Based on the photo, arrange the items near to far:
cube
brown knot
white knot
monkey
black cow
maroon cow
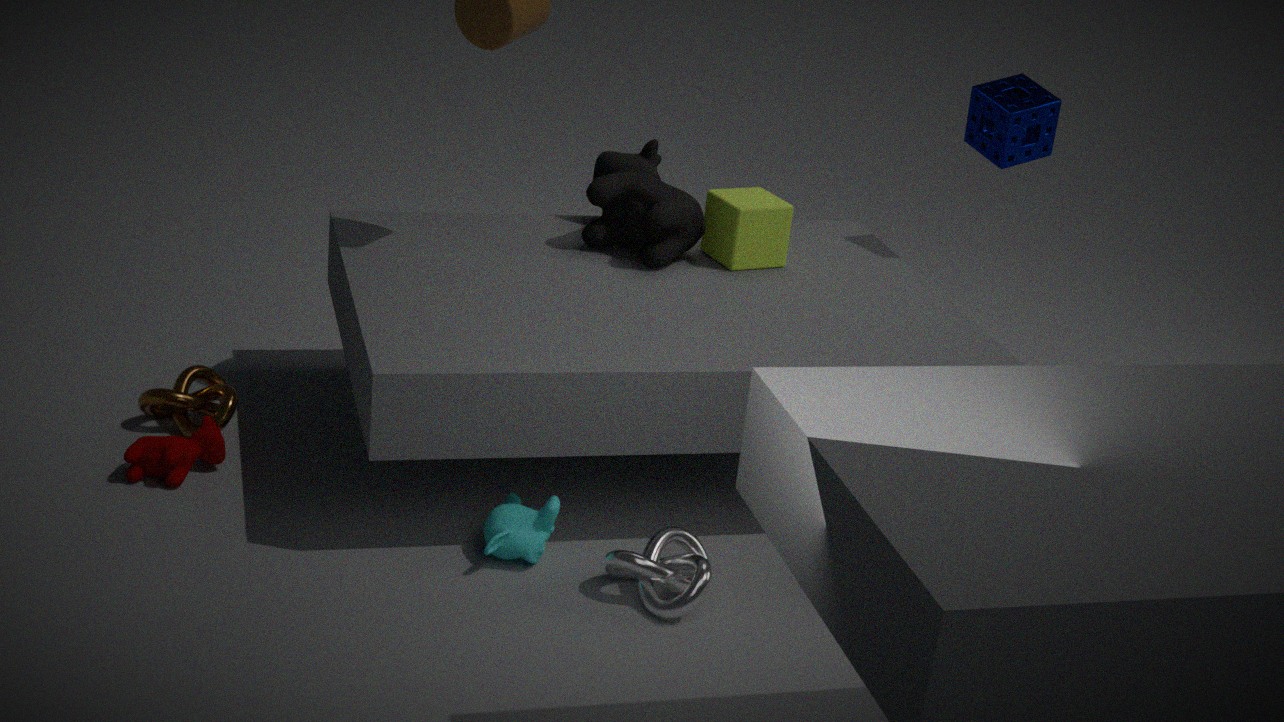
1. white knot
2. monkey
3. maroon cow
4. brown knot
5. black cow
6. cube
